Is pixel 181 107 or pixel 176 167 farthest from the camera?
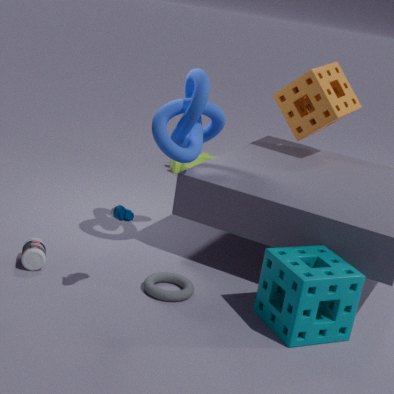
pixel 176 167
